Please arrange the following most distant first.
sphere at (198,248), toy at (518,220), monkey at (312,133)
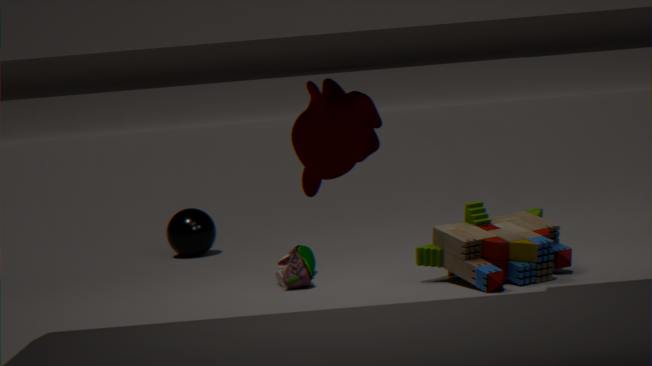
sphere at (198,248) → toy at (518,220) → monkey at (312,133)
